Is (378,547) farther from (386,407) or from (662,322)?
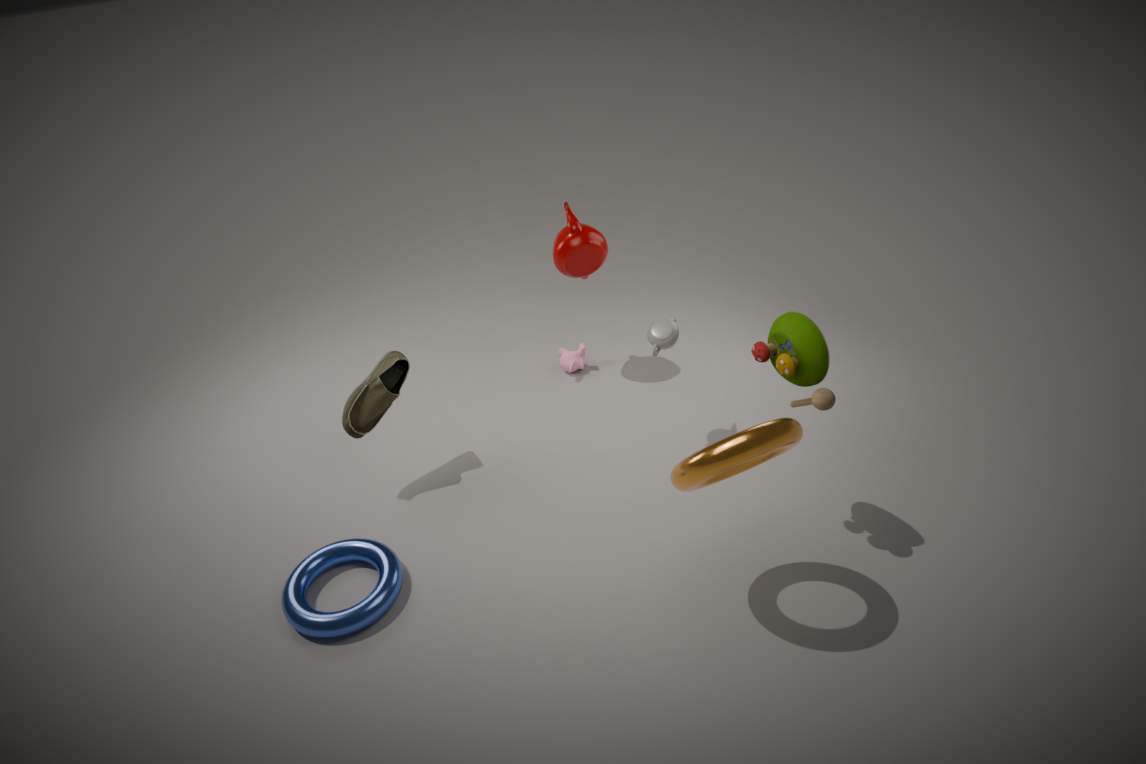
(662,322)
